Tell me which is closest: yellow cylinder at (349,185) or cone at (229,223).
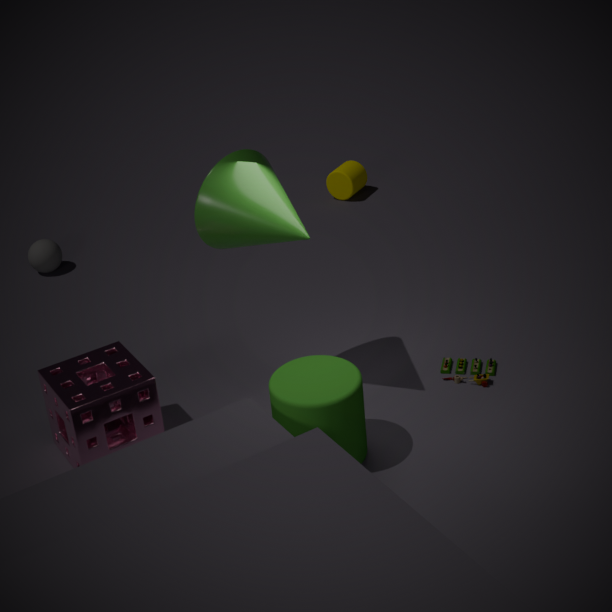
cone at (229,223)
